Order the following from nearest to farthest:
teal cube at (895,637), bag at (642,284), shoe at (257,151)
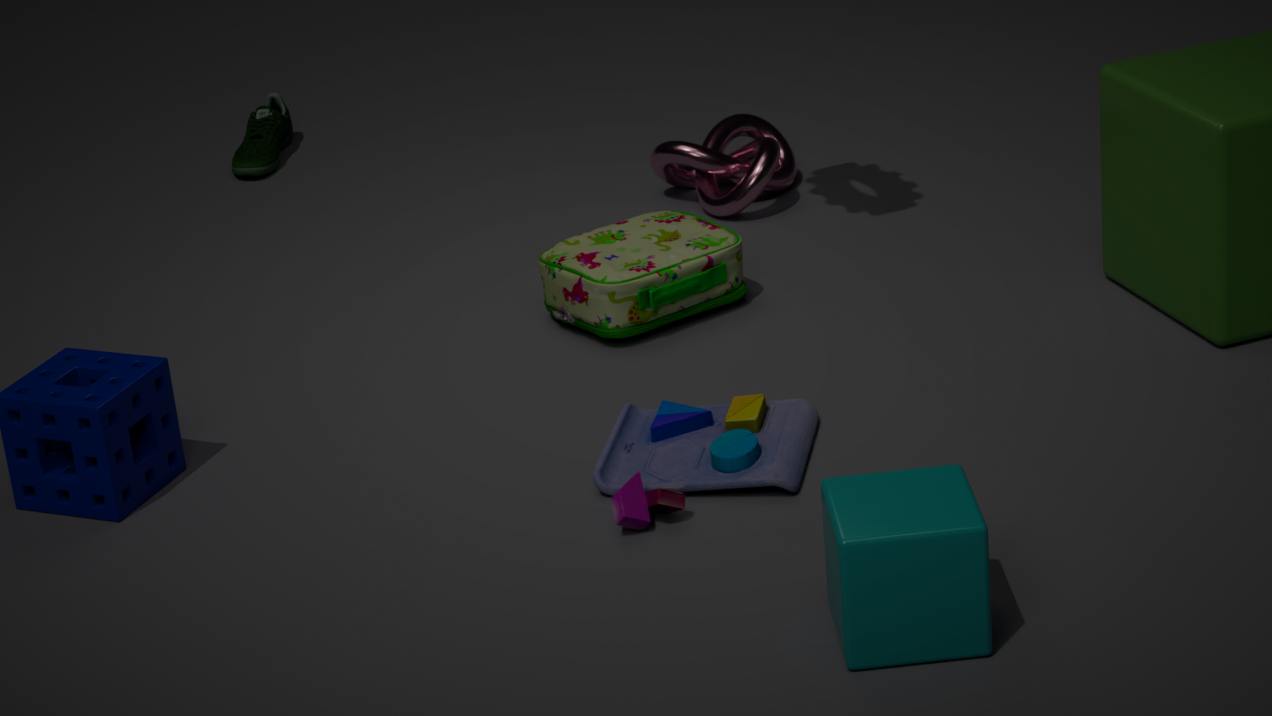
1. teal cube at (895,637)
2. bag at (642,284)
3. shoe at (257,151)
